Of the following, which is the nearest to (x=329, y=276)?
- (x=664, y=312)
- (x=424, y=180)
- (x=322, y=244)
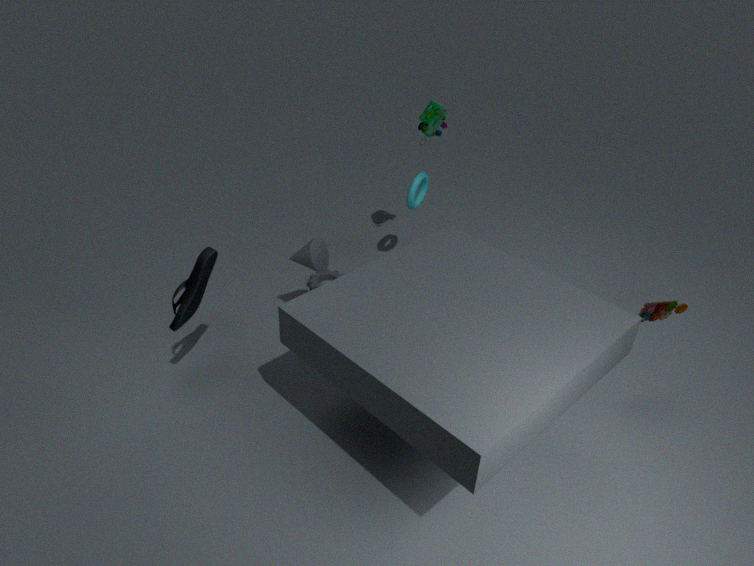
(x=322, y=244)
